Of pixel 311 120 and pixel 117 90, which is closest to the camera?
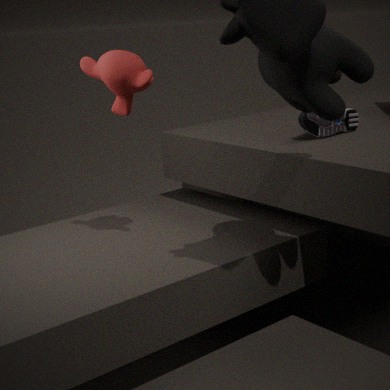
pixel 117 90
